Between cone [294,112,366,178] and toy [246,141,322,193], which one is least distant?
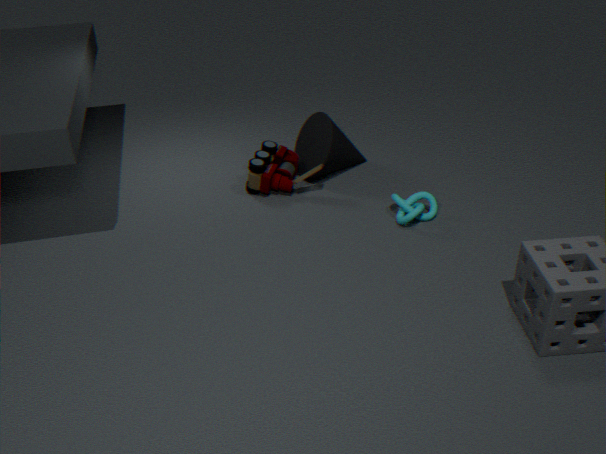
toy [246,141,322,193]
